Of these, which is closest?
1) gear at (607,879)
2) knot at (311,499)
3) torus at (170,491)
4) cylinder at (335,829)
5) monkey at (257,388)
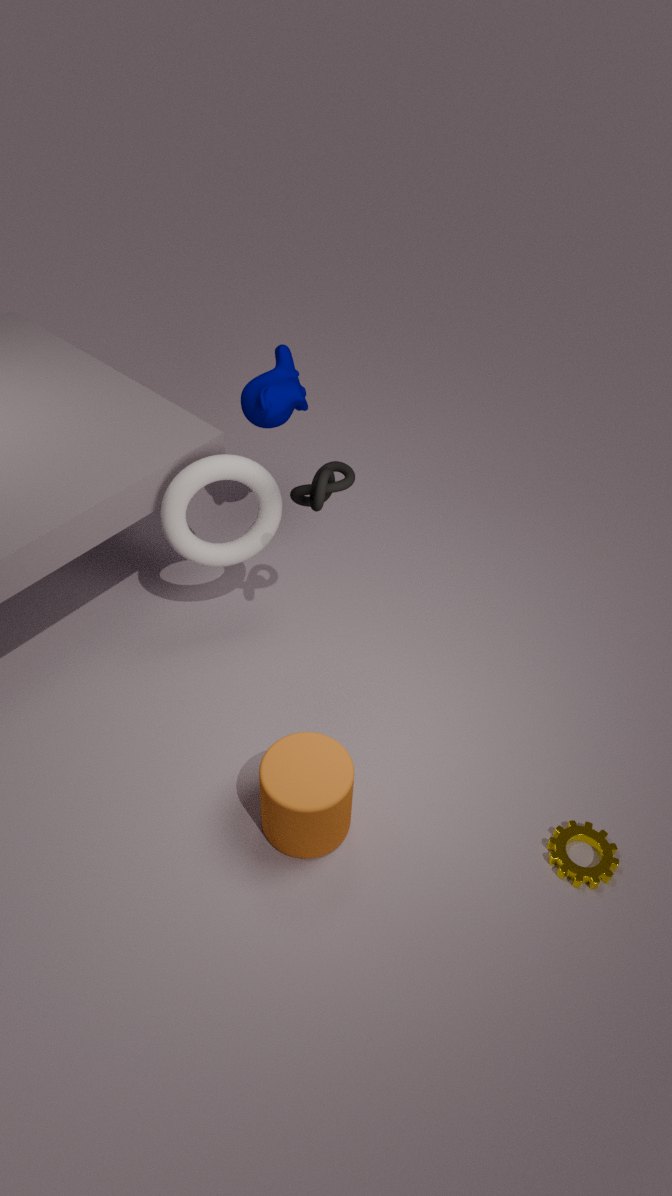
4. cylinder at (335,829)
